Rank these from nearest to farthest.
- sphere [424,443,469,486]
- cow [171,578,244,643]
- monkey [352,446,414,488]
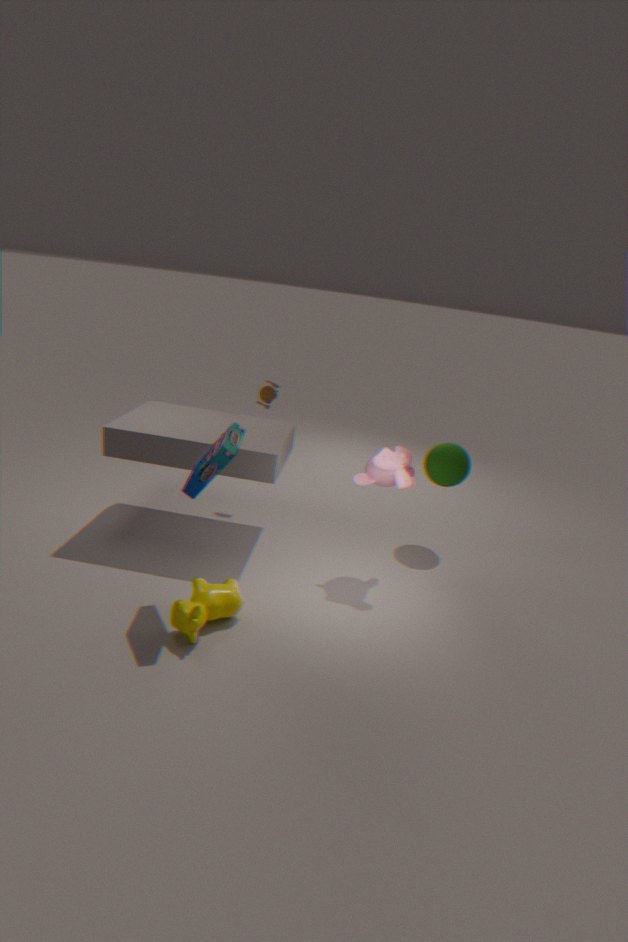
1. cow [171,578,244,643]
2. monkey [352,446,414,488]
3. sphere [424,443,469,486]
